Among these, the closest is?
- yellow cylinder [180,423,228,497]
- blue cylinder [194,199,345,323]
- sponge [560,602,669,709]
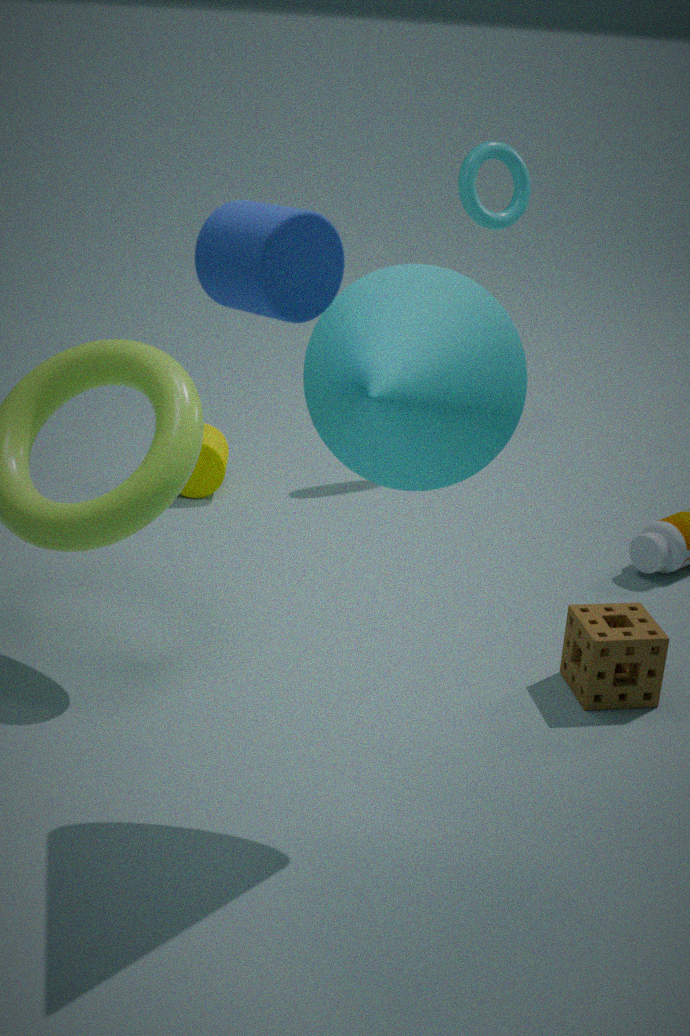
blue cylinder [194,199,345,323]
